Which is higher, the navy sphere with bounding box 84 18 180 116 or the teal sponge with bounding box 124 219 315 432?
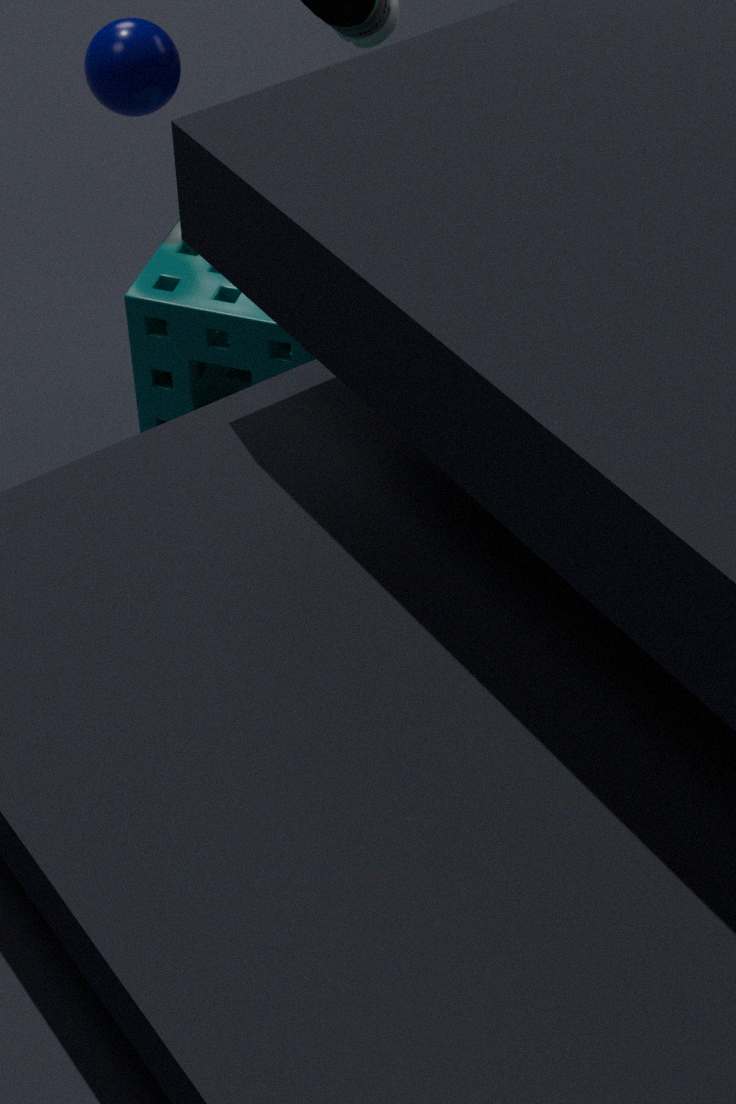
the navy sphere with bounding box 84 18 180 116
